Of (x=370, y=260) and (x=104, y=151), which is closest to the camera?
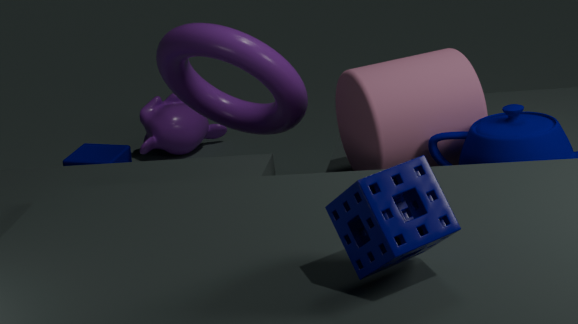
(x=370, y=260)
